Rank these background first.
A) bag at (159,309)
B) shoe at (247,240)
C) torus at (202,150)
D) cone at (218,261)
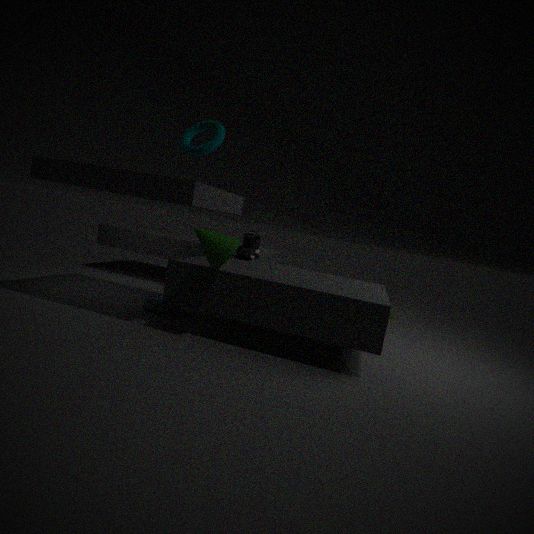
shoe at (247,240), bag at (159,309), torus at (202,150), cone at (218,261)
